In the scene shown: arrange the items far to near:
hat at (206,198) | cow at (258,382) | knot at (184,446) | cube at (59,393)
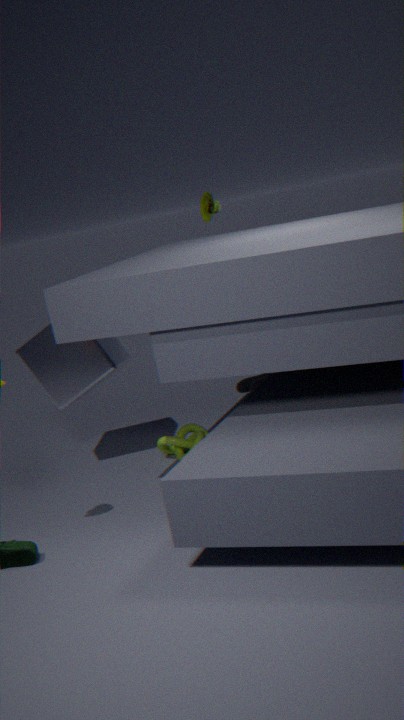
hat at (206,198), cow at (258,382), cube at (59,393), knot at (184,446)
